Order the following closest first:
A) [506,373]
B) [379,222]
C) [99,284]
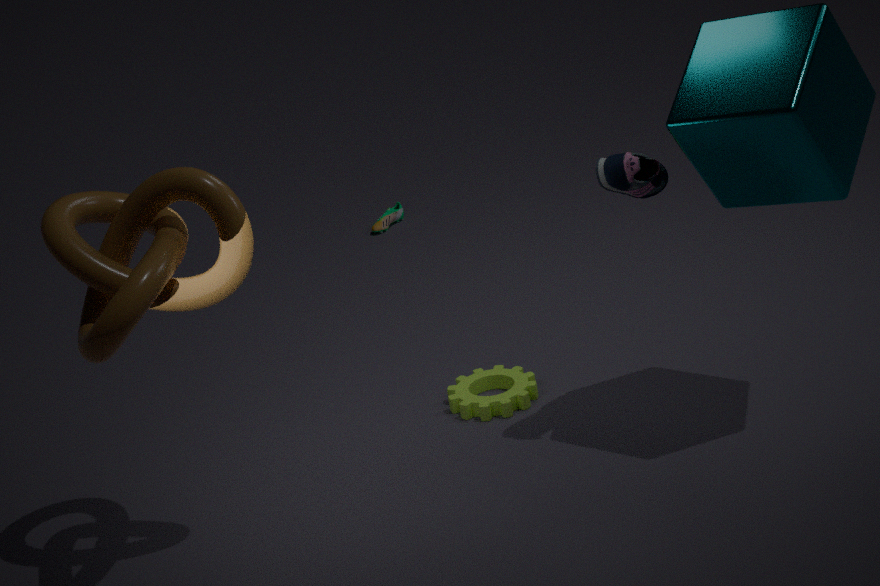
[99,284], [506,373], [379,222]
